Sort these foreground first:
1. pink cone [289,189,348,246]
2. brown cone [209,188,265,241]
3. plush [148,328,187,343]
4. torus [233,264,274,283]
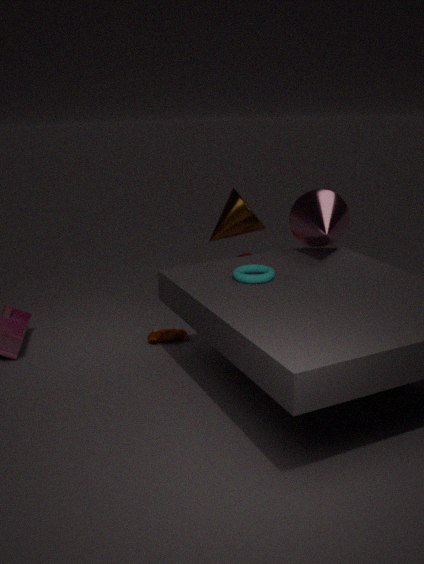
torus [233,264,274,283], pink cone [289,189,348,246], plush [148,328,187,343], brown cone [209,188,265,241]
